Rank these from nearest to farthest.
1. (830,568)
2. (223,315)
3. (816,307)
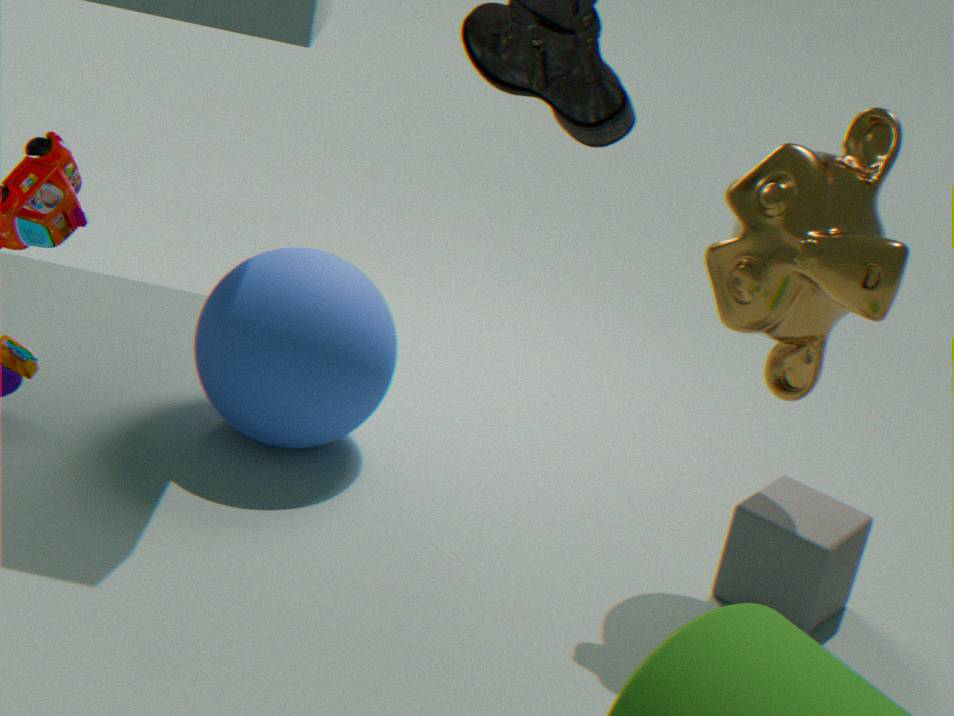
1. (816,307)
2. (830,568)
3. (223,315)
